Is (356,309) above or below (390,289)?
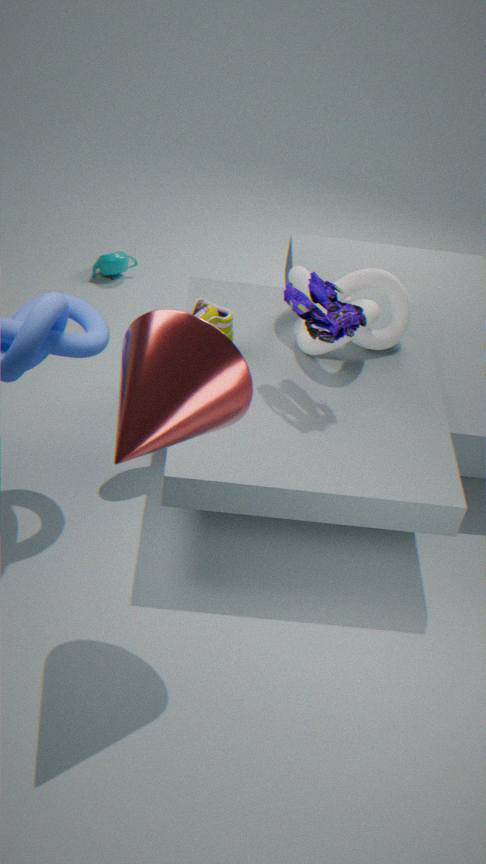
above
